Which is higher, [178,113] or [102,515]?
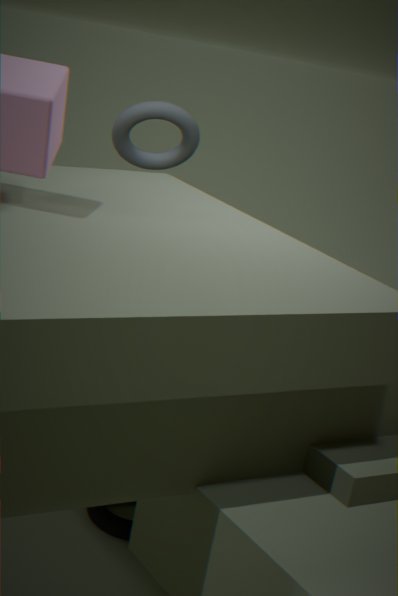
[178,113]
